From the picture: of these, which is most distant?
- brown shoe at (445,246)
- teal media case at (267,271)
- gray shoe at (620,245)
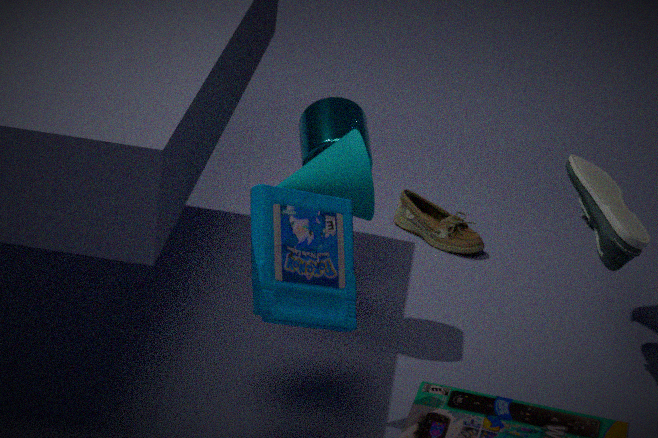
brown shoe at (445,246)
